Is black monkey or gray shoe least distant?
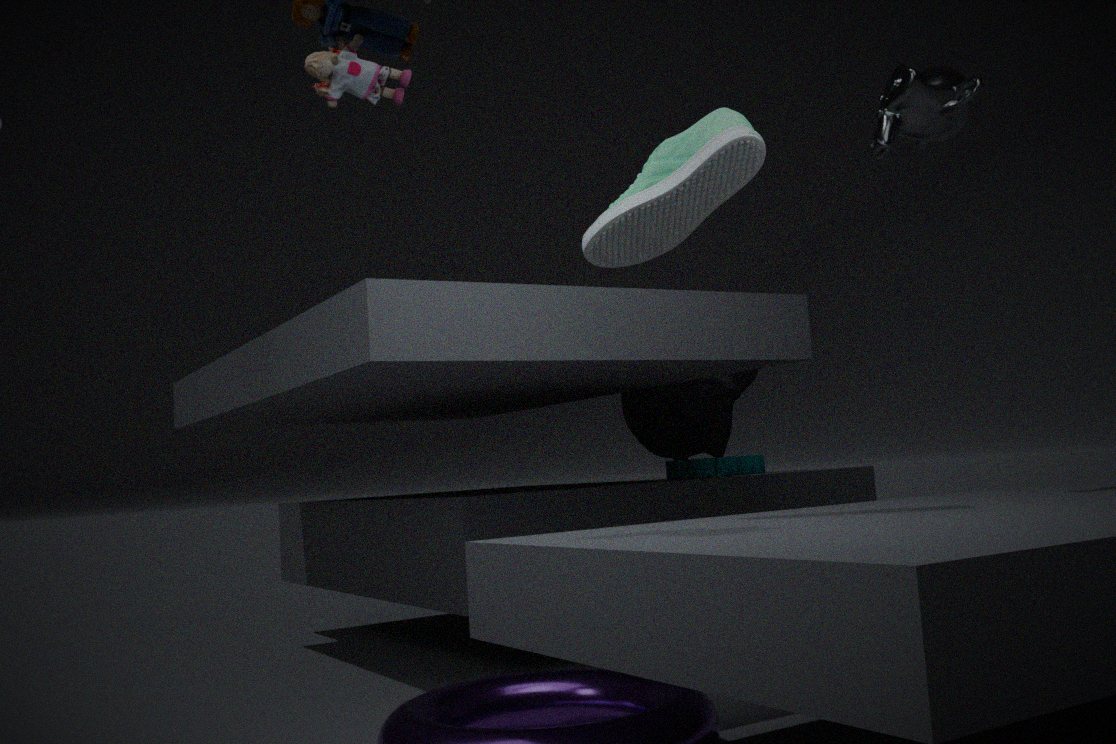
gray shoe
